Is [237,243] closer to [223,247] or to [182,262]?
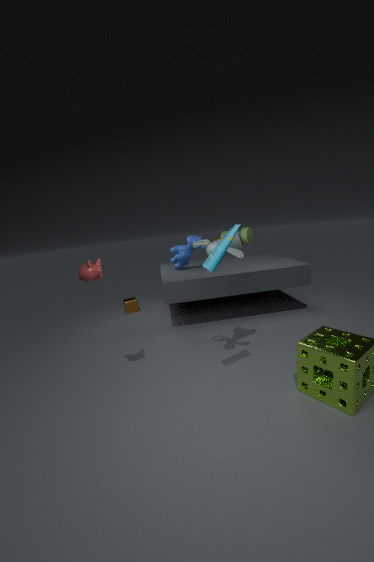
[223,247]
